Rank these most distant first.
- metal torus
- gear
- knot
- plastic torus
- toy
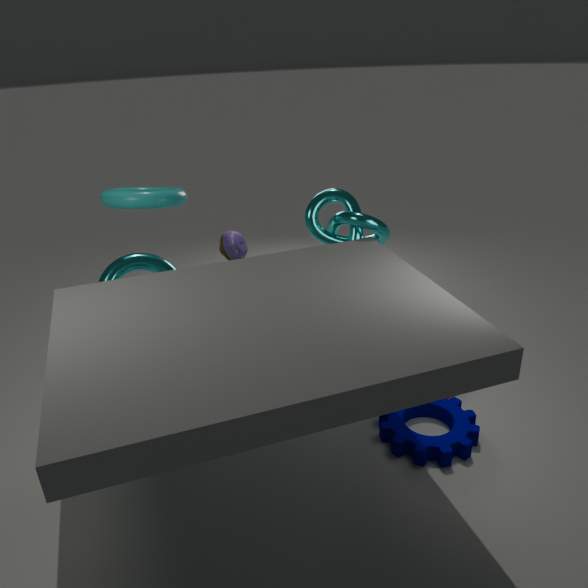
toy
metal torus
plastic torus
knot
gear
